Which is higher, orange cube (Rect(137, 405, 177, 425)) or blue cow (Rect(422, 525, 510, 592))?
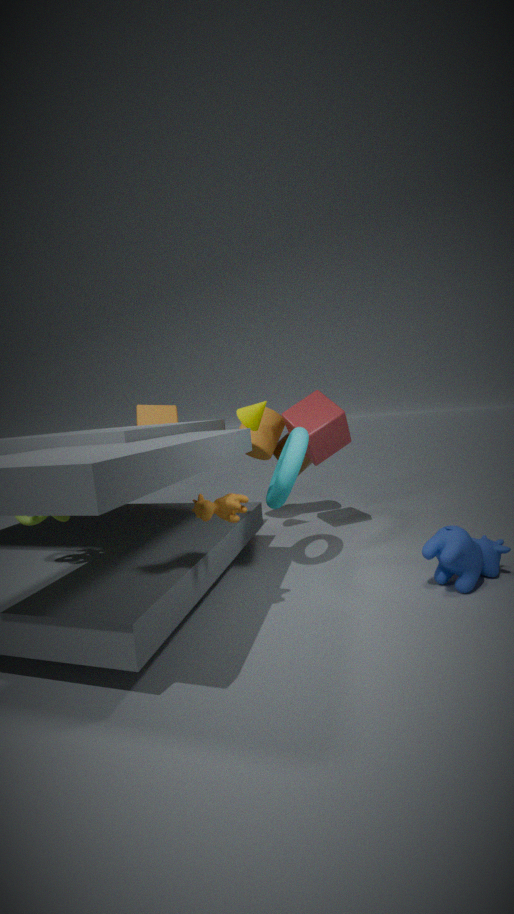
orange cube (Rect(137, 405, 177, 425))
